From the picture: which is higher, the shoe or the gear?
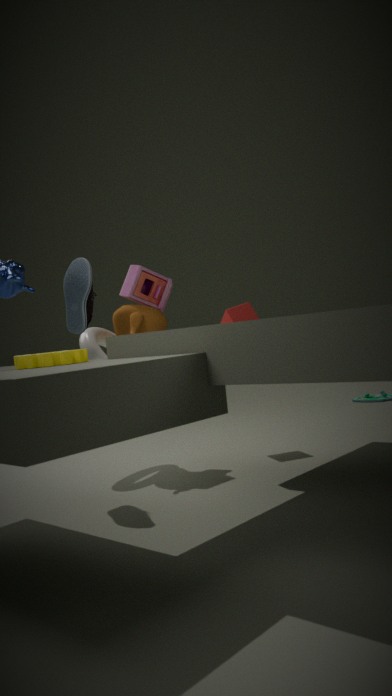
the shoe
